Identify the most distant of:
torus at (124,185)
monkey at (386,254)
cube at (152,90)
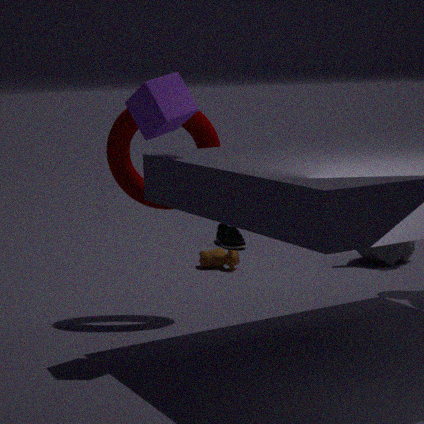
monkey at (386,254)
